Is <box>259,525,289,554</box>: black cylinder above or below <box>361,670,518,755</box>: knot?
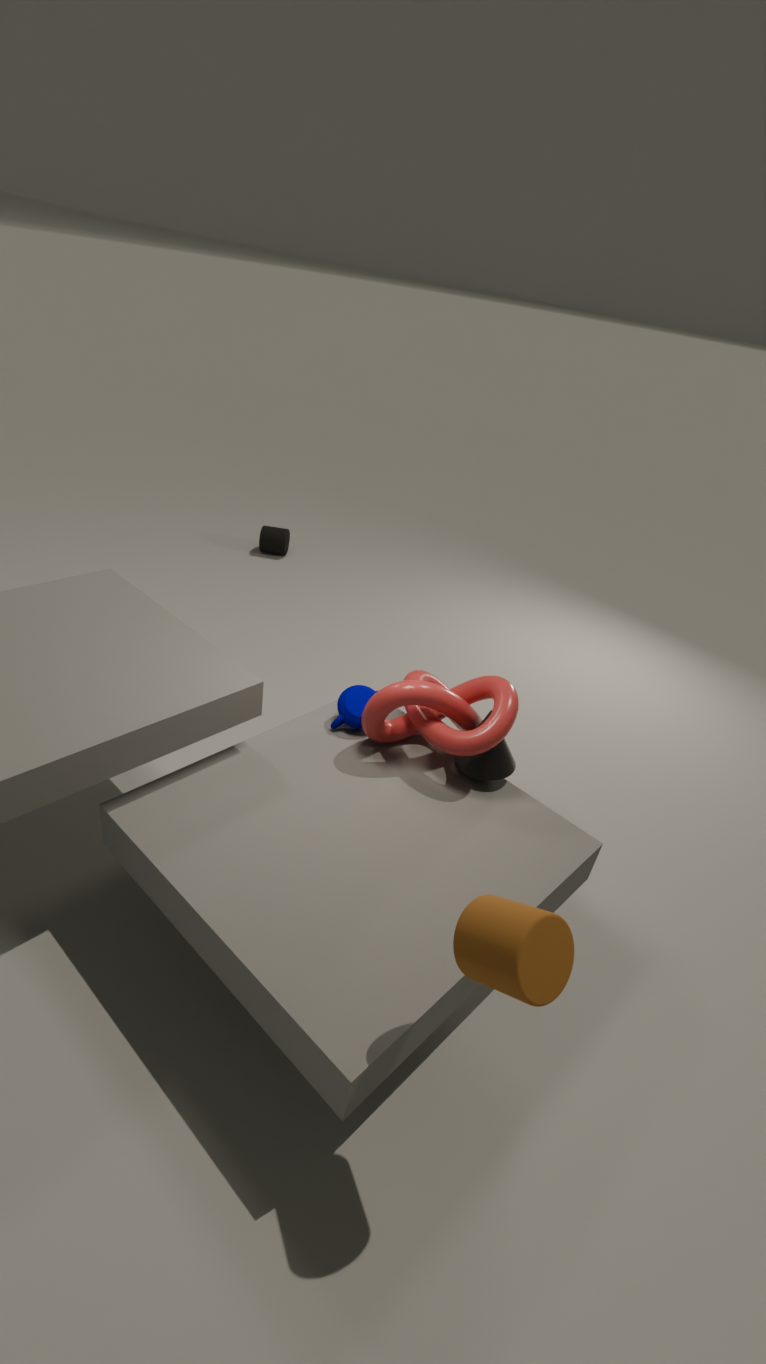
below
